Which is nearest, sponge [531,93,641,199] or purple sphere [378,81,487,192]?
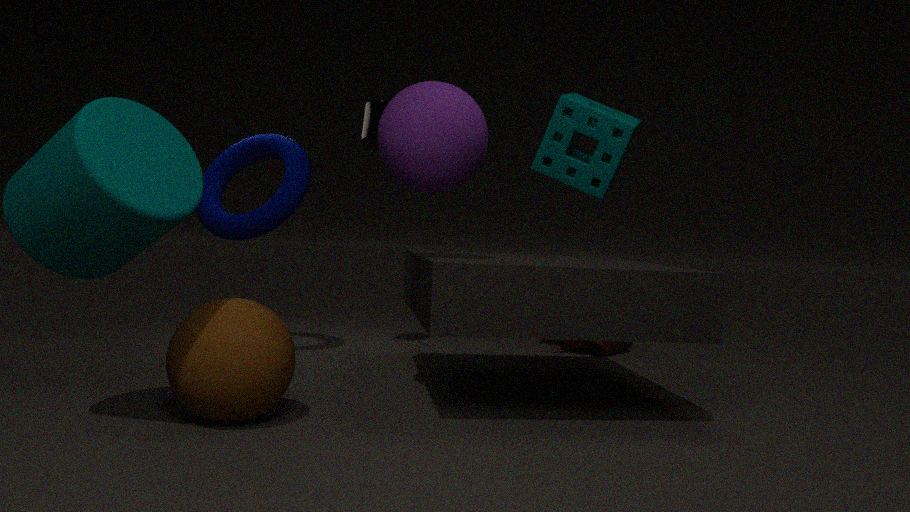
purple sphere [378,81,487,192]
